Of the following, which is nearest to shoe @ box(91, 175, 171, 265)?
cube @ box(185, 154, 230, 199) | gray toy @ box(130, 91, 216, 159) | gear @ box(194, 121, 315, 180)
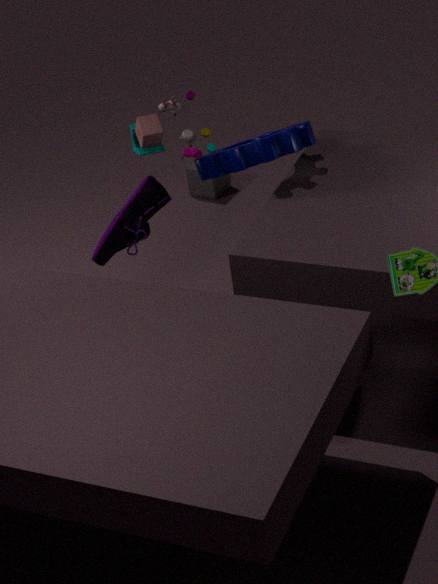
gray toy @ box(130, 91, 216, 159)
